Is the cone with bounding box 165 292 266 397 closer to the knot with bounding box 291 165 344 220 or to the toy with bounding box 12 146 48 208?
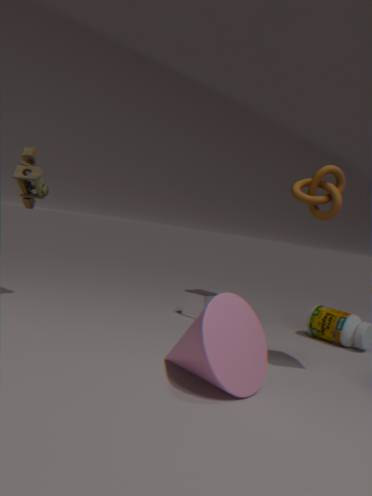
the knot with bounding box 291 165 344 220
